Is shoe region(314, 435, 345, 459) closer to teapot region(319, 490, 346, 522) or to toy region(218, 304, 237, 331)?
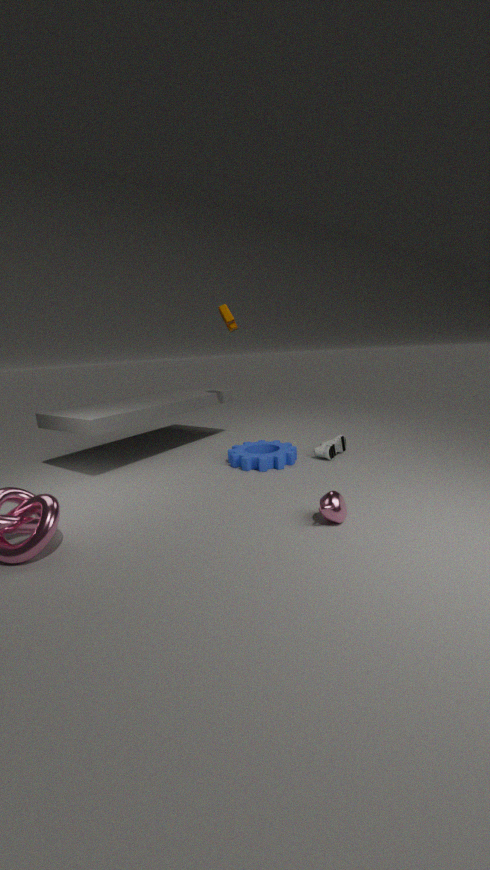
teapot region(319, 490, 346, 522)
